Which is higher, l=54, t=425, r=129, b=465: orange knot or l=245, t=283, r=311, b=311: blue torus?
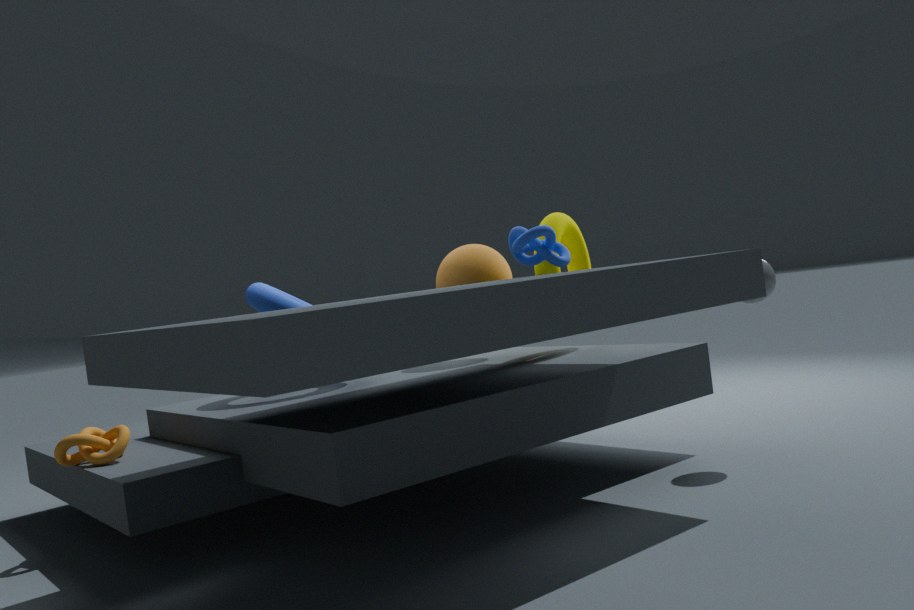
l=245, t=283, r=311, b=311: blue torus
